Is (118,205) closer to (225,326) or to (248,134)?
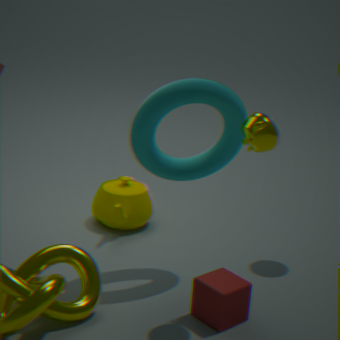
(225,326)
